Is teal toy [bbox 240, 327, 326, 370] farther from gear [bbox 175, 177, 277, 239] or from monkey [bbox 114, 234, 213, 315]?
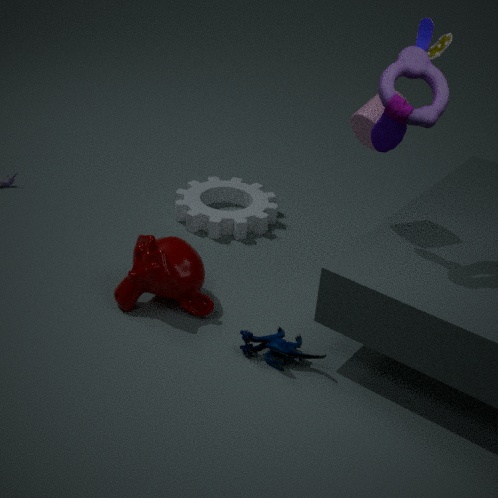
gear [bbox 175, 177, 277, 239]
